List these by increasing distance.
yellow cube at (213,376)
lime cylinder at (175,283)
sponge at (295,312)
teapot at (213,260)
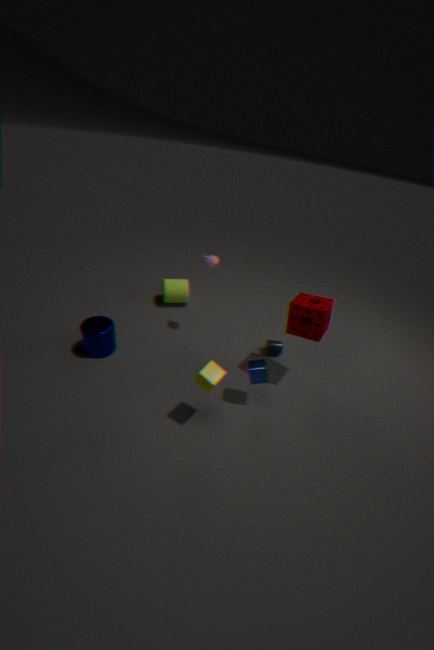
1. yellow cube at (213,376)
2. sponge at (295,312)
3. teapot at (213,260)
4. lime cylinder at (175,283)
